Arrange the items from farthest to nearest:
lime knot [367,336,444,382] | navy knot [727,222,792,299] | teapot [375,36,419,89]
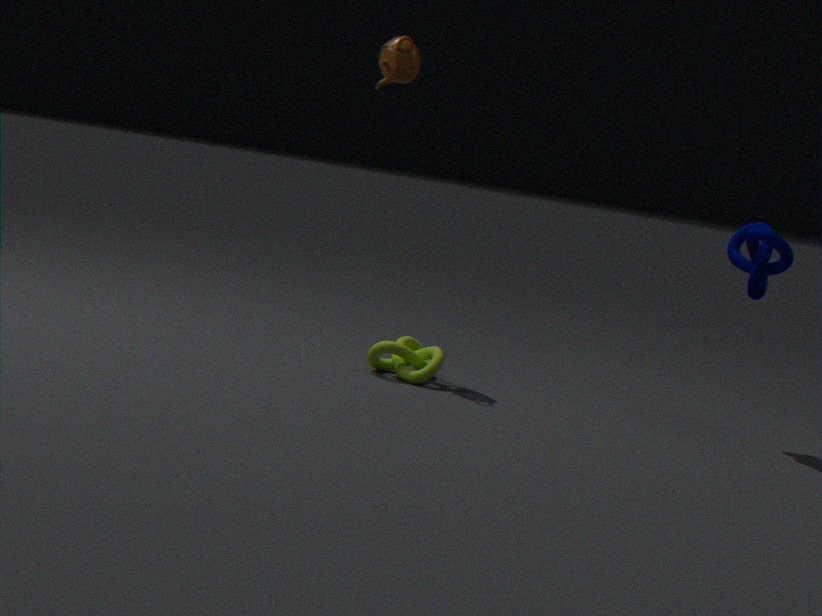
teapot [375,36,419,89] → lime knot [367,336,444,382] → navy knot [727,222,792,299]
